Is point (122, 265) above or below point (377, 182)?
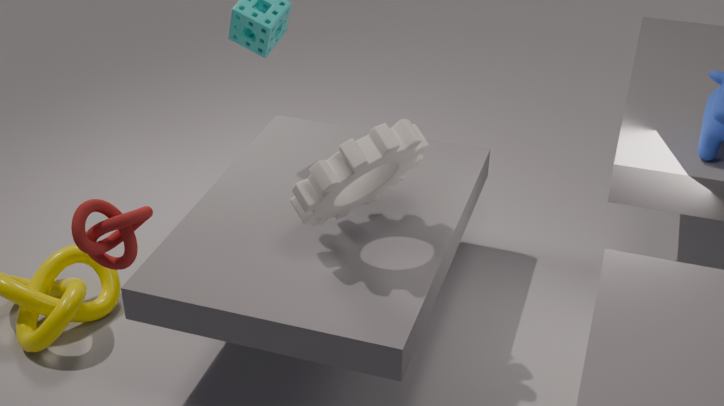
above
